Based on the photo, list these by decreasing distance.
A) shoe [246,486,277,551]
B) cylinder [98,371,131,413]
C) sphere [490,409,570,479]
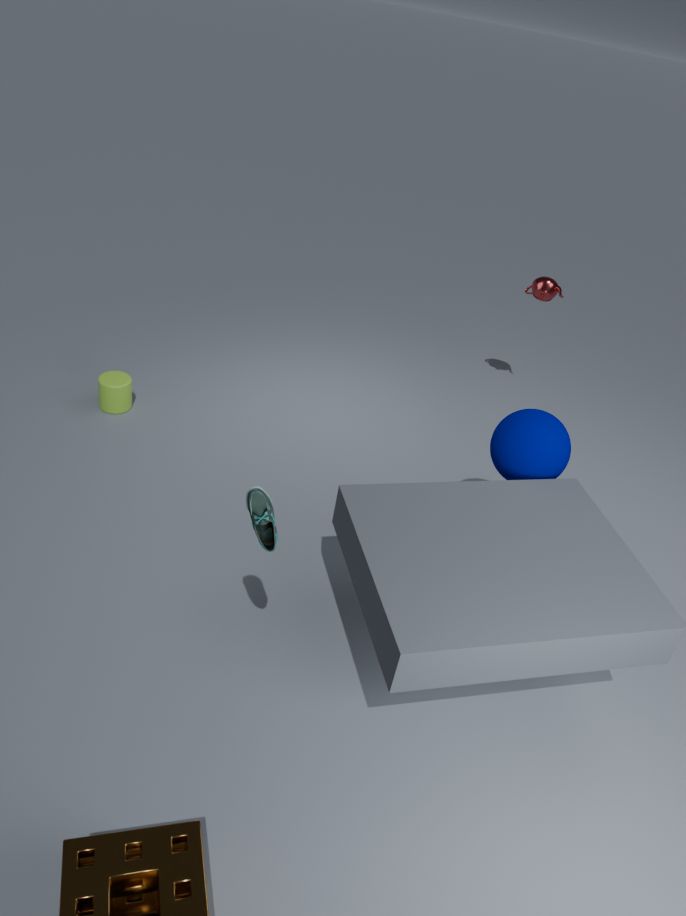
cylinder [98,371,131,413]
sphere [490,409,570,479]
shoe [246,486,277,551]
